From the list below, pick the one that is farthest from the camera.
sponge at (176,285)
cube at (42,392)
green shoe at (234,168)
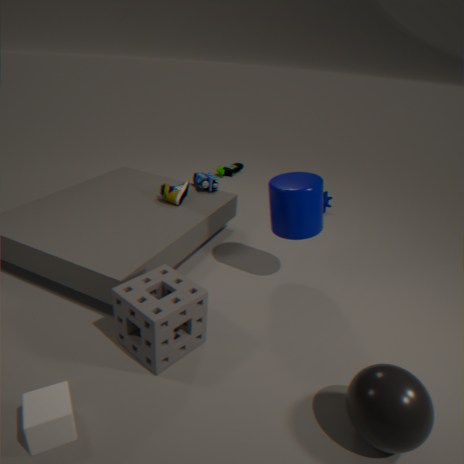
green shoe at (234,168)
